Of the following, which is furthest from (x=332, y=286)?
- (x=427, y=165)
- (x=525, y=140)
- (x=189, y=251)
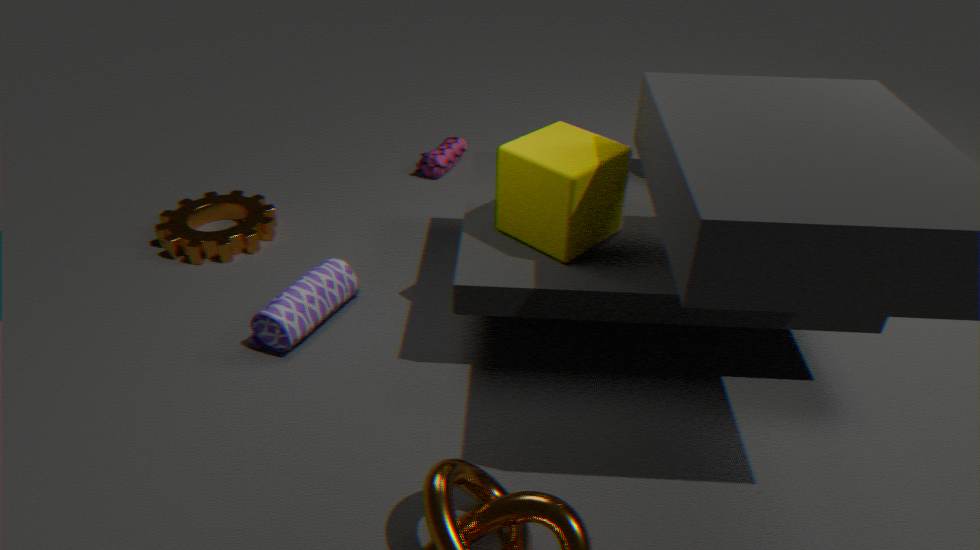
(x=427, y=165)
